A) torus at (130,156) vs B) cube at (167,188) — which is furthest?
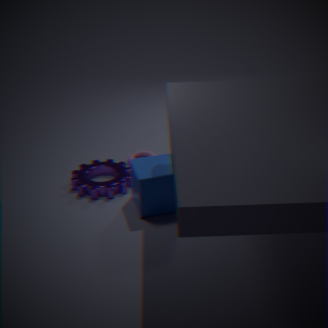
A. torus at (130,156)
